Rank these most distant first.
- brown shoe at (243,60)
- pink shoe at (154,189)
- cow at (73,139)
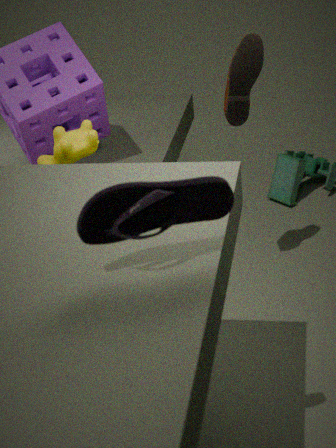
brown shoe at (243,60) → cow at (73,139) → pink shoe at (154,189)
